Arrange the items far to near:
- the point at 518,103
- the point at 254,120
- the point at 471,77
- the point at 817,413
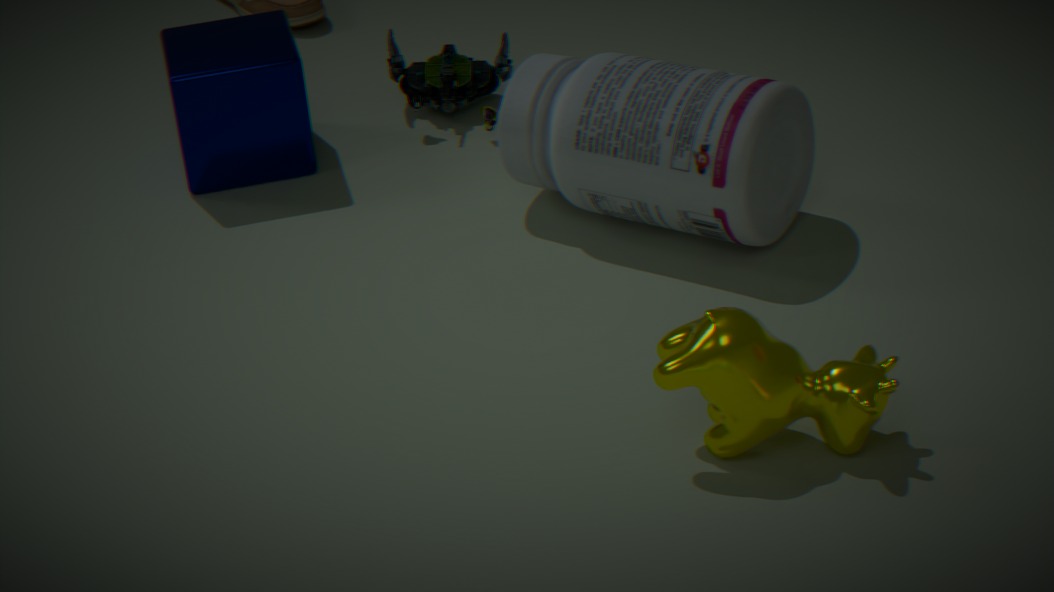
the point at 471,77, the point at 254,120, the point at 518,103, the point at 817,413
